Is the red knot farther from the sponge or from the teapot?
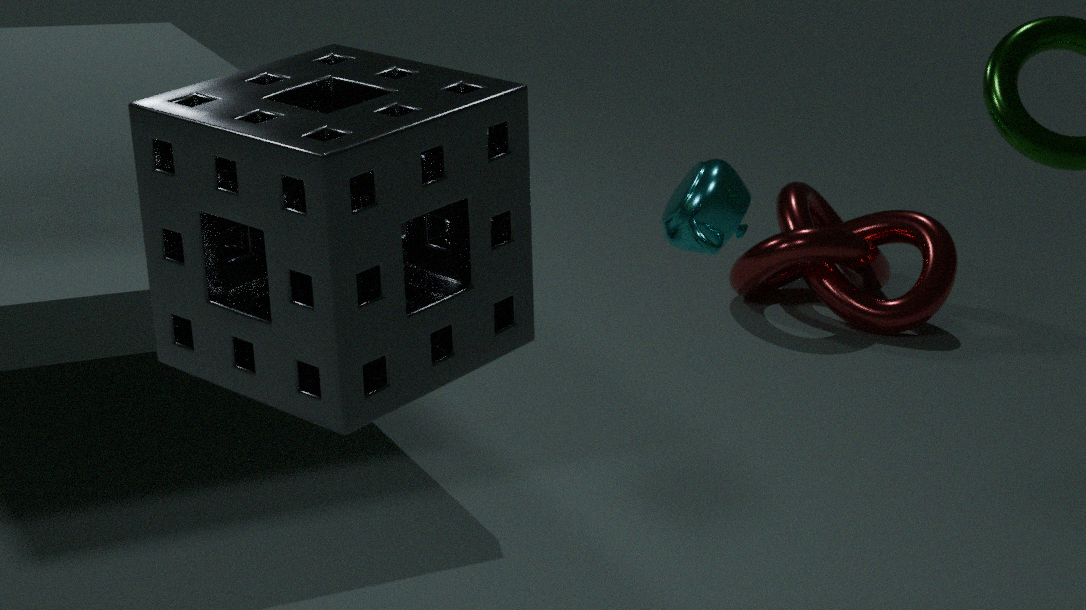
the sponge
